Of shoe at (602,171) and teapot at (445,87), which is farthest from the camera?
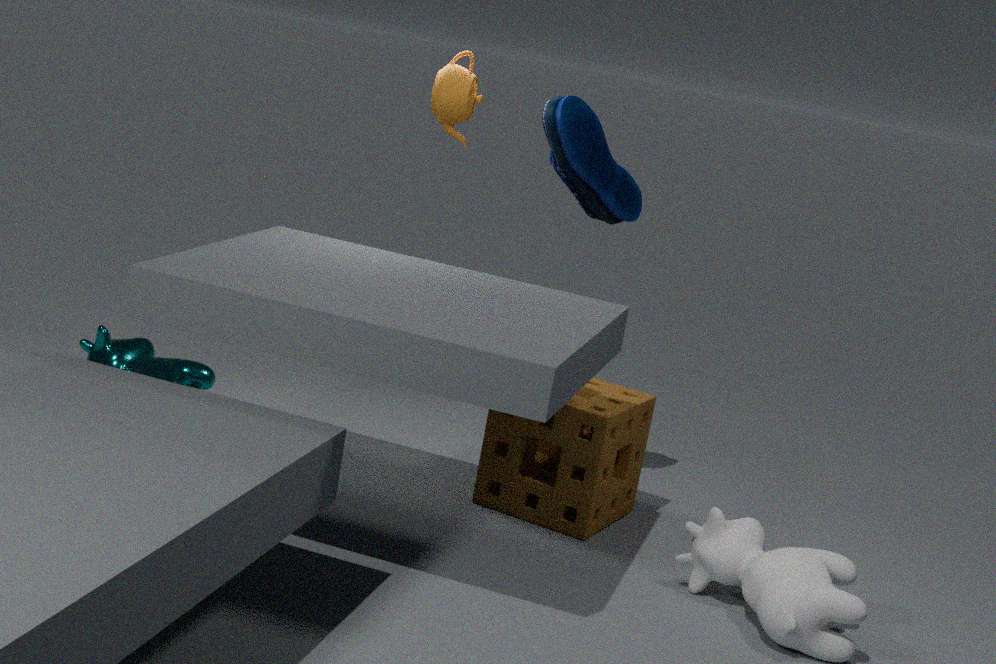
shoe at (602,171)
